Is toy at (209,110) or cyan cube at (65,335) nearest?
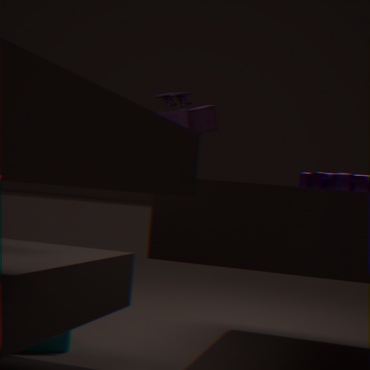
toy at (209,110)
